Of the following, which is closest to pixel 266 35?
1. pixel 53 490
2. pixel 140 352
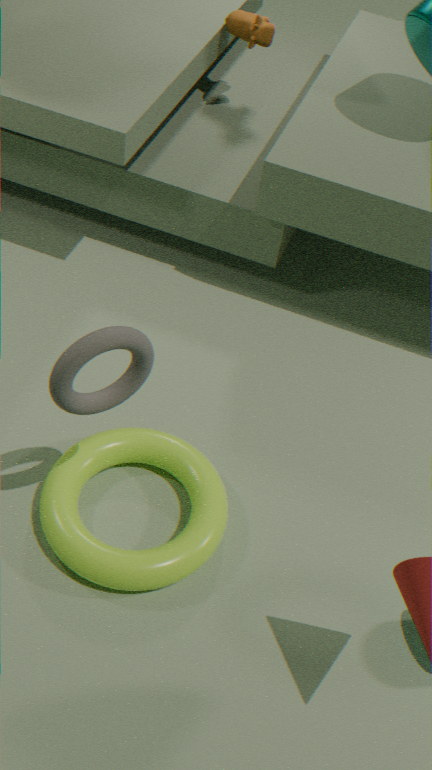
pixel 140 352
